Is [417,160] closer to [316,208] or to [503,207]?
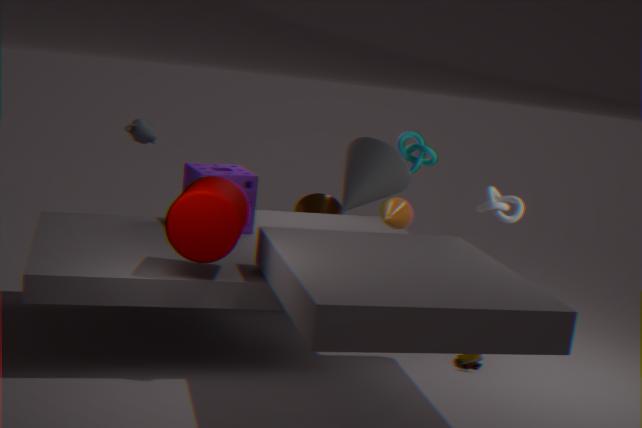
Answer: [503,207]
